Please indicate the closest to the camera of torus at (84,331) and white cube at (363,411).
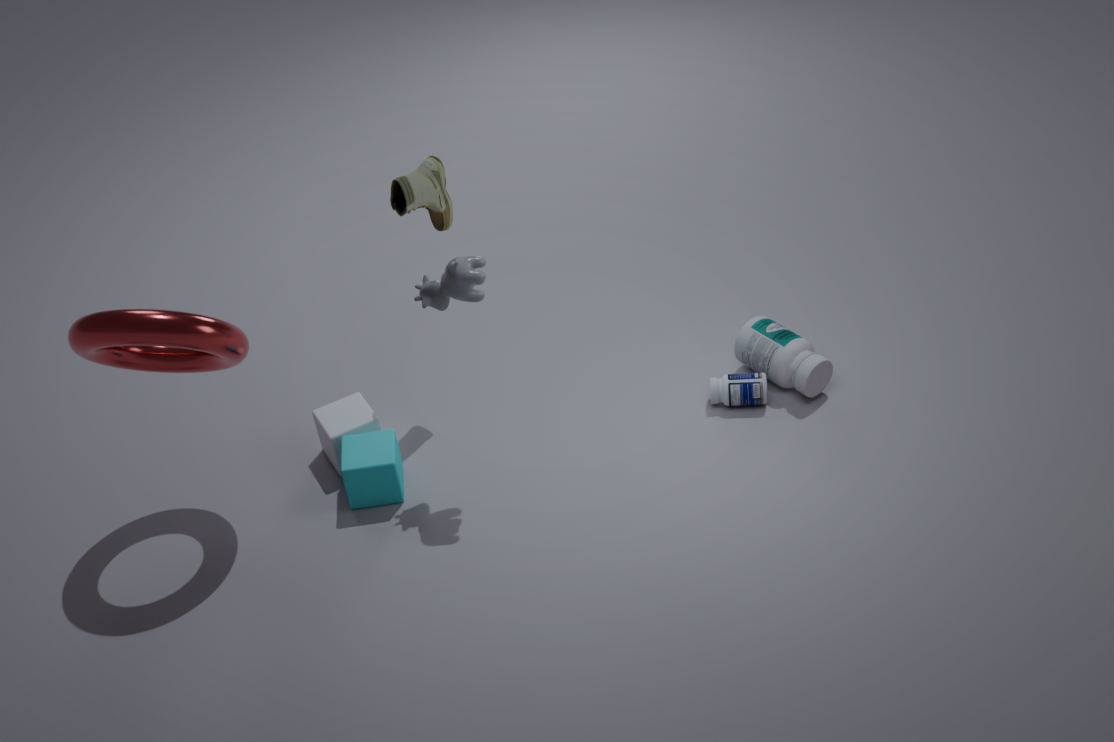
torus at (84,331)
